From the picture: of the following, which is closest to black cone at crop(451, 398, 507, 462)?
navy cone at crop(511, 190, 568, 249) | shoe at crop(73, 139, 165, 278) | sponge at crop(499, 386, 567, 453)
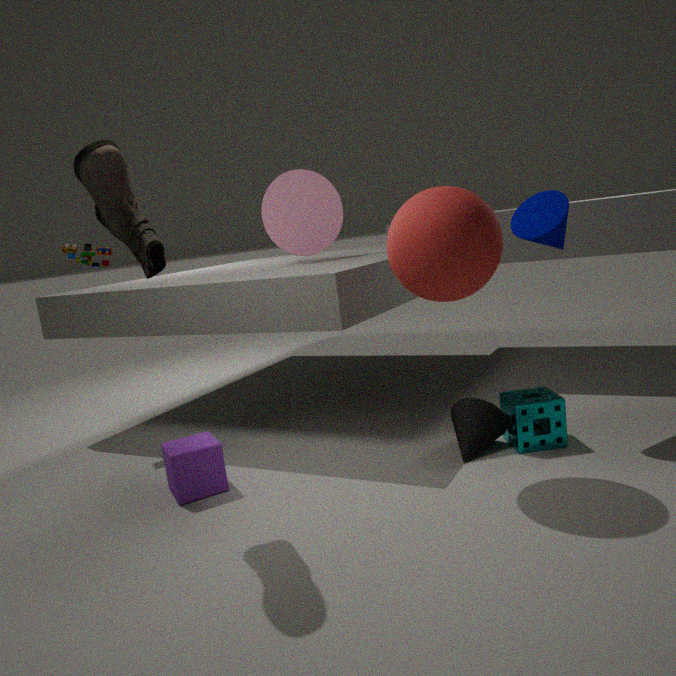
sponge at crop(499, 386, 567, 453)
